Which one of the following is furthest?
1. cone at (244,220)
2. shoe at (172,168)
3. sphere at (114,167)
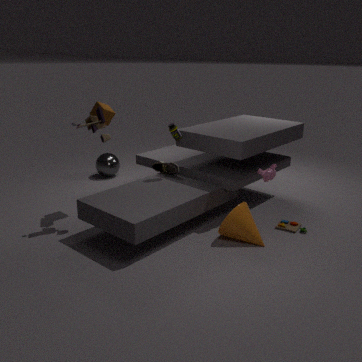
sphere at (114,167)
